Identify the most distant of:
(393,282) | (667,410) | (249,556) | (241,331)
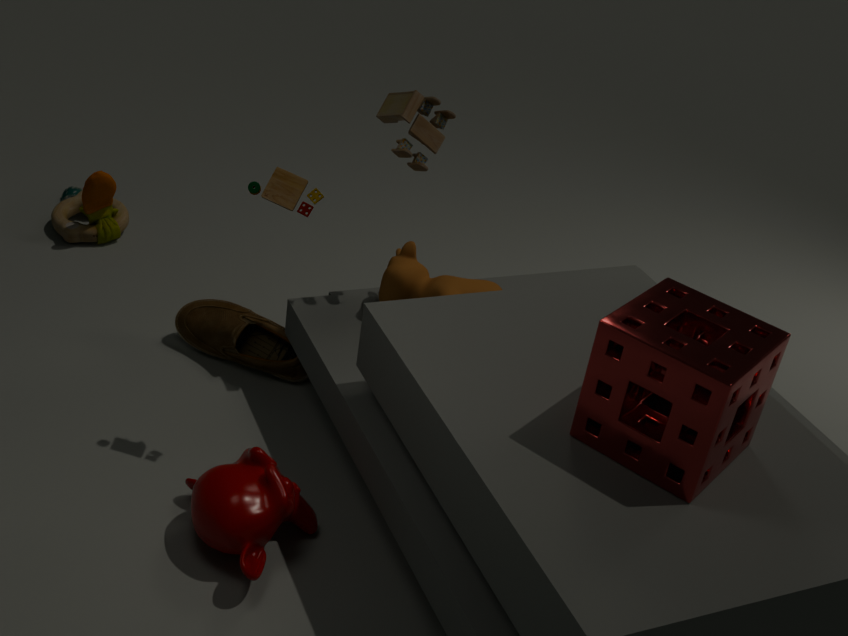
(241,331)
